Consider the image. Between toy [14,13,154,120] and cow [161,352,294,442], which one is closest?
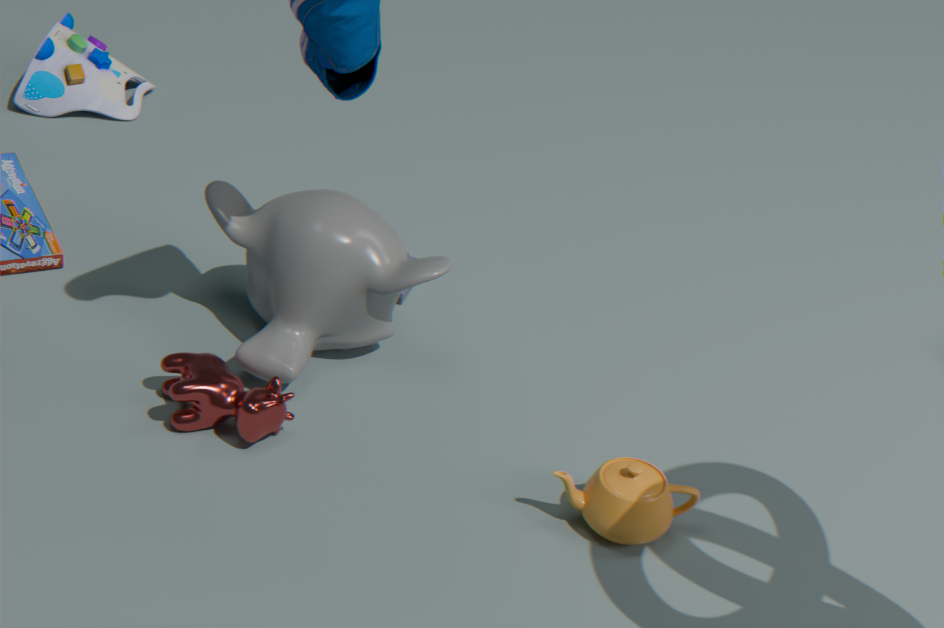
cow [161,352,294,442]
